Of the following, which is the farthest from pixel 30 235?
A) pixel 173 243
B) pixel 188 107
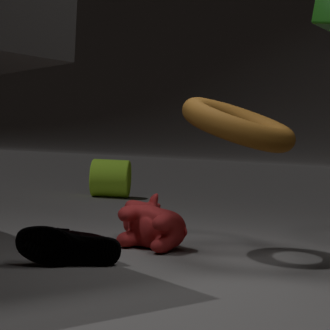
pixel 188 107
